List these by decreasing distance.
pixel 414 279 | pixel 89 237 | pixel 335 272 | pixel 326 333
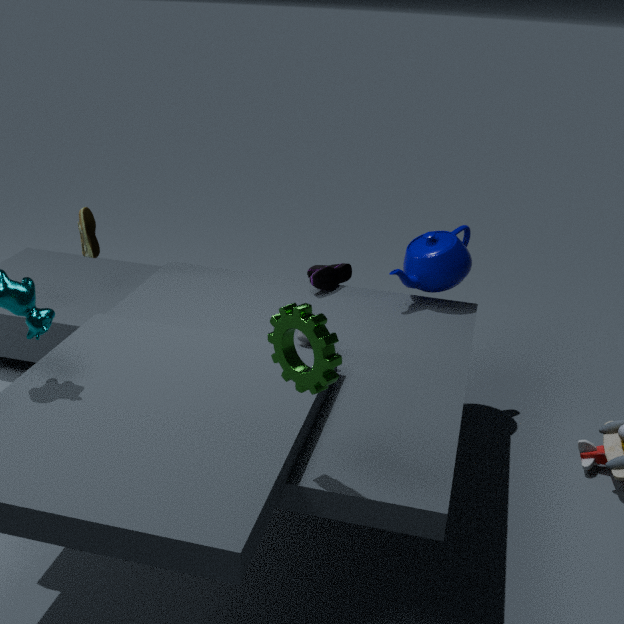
1. pixel 335 272
2. pixel 89 237
3. pixel 414 279
4. pixel 326 333
